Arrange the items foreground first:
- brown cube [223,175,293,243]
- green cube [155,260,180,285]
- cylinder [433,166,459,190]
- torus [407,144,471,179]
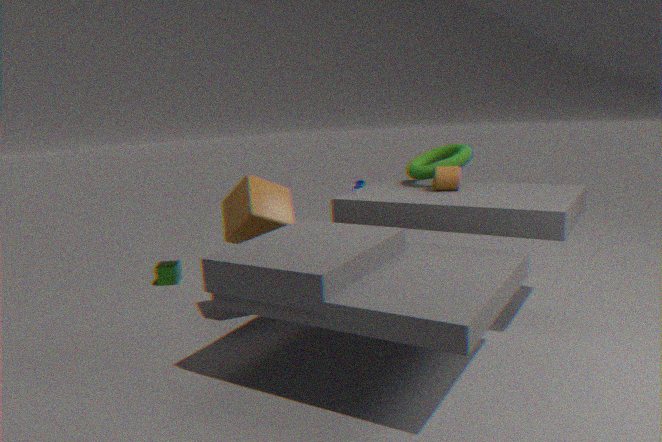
brown cube [223,175,293,243], cylinder [433,166,459,190], torus [407,144,471,179], green cube [155,260,180,285]
